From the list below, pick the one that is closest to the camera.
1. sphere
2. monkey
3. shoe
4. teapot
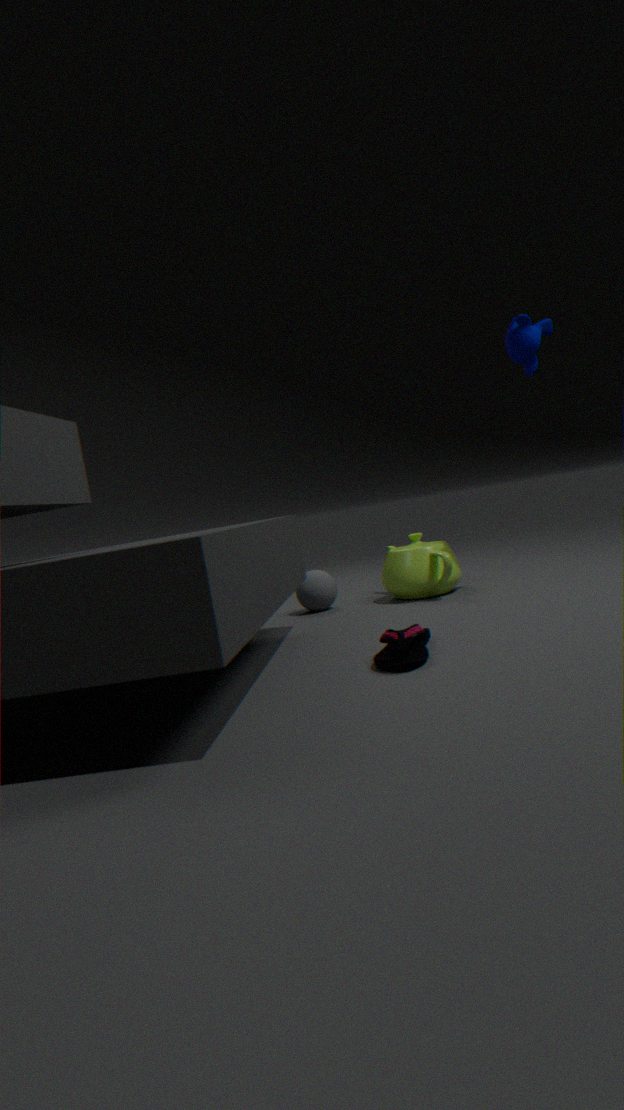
shoe
